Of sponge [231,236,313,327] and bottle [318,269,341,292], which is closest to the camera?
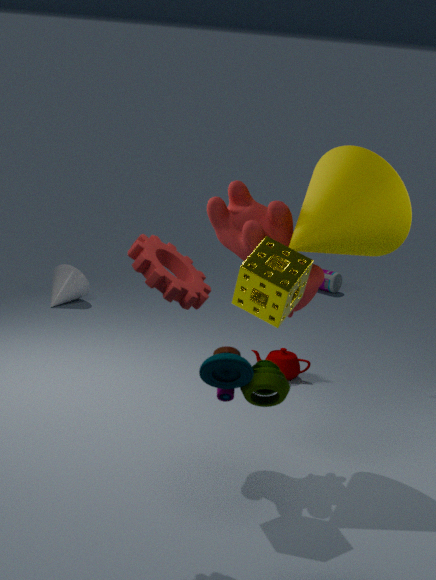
Result: sponge [231,236,313,327]
